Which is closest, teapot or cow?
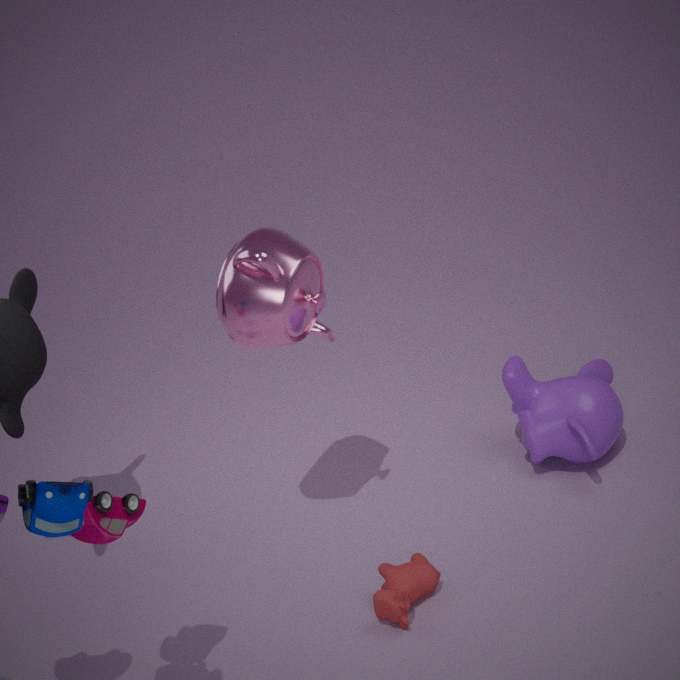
teapot
